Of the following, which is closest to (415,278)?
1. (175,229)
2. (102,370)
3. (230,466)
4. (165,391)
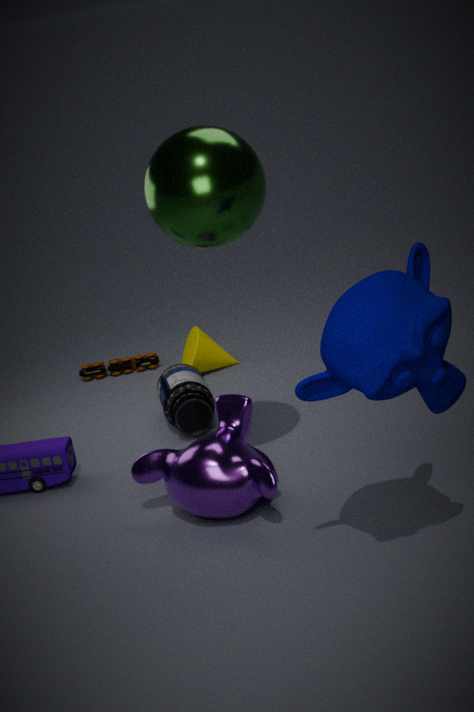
(175,229)
